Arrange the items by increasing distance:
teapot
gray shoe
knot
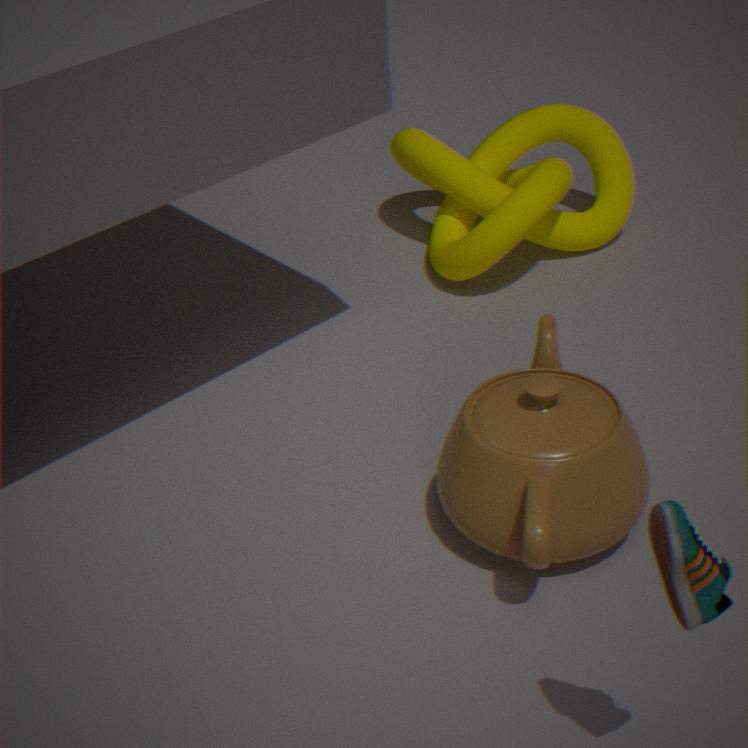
1. gray shoe
2. teapot
3. knot
